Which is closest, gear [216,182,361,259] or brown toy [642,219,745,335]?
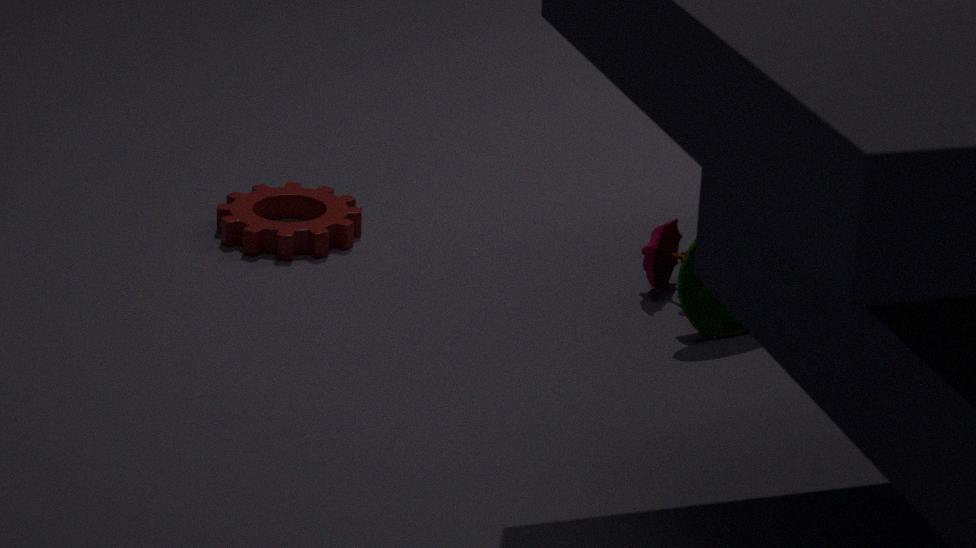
brown toy [642,219,745,335]
